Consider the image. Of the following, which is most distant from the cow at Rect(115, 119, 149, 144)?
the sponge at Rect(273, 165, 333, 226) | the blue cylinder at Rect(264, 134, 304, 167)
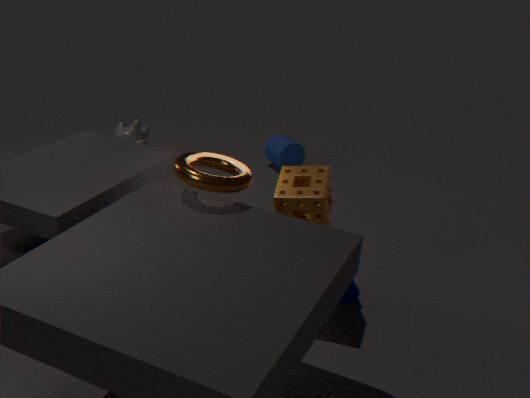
the blue cylinder at Rect(264, 134, 304, 167)
